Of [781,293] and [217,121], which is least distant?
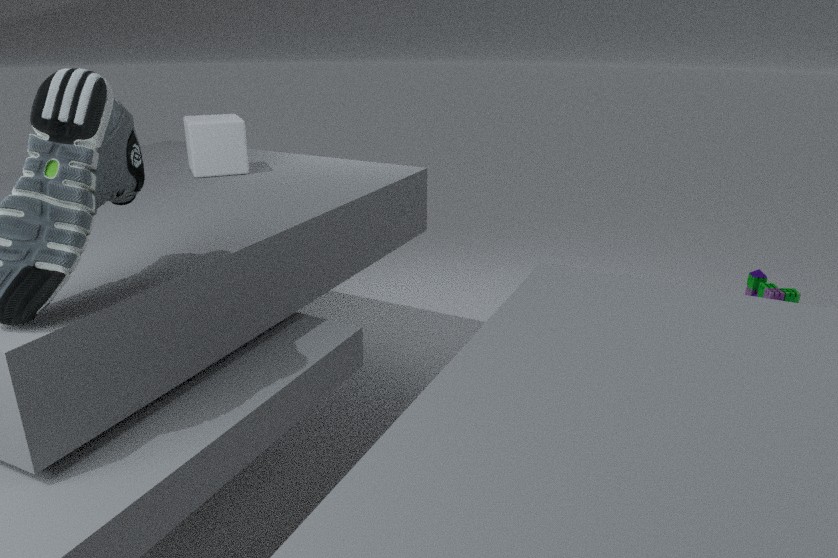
[217,121]
